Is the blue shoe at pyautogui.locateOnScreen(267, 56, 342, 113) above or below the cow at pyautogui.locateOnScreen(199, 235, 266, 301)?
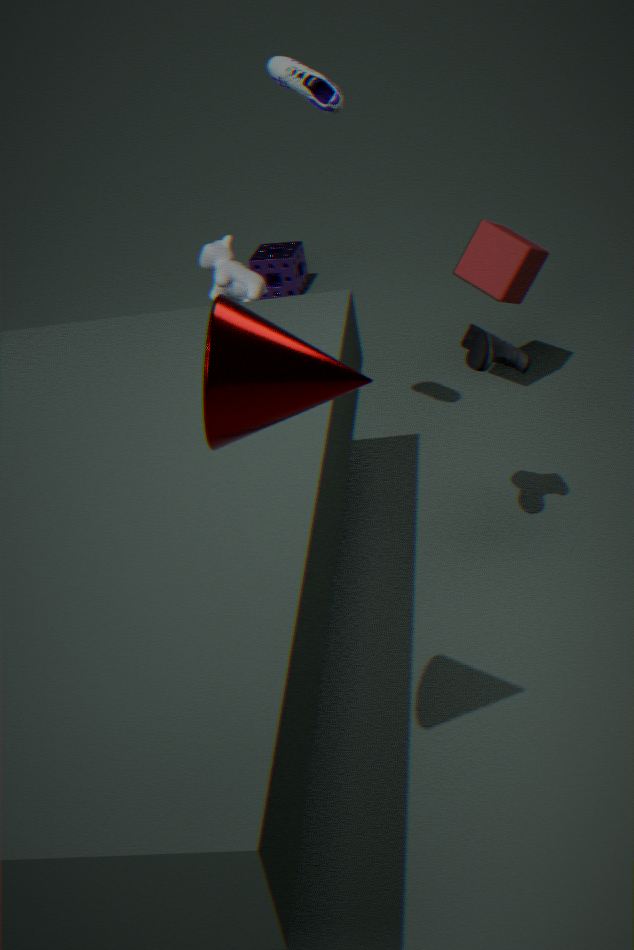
above
